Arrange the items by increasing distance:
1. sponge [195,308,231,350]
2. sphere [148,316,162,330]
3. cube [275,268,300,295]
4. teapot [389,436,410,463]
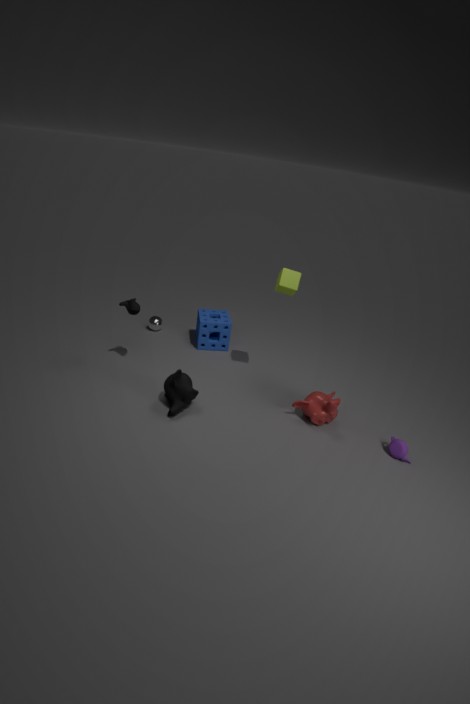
1. teapot [389,436,410,463]
2. cube [275,268,300,295]
3. sponge [195,308,231,350]
4. sphere [148,316,162,330]
